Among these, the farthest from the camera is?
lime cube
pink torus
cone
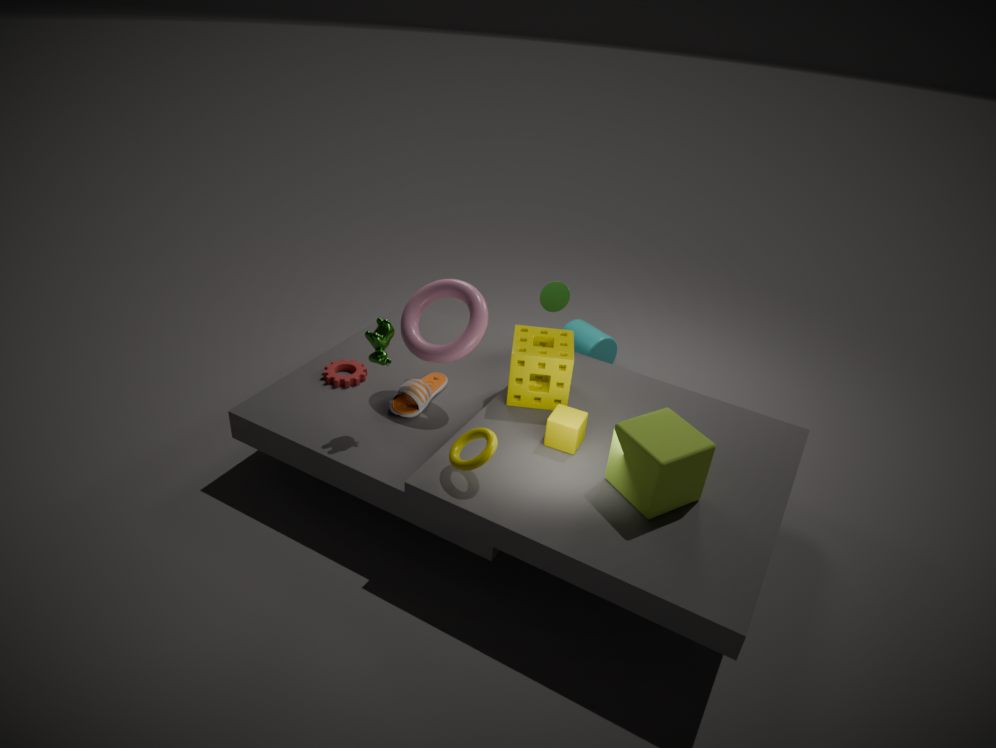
cone
